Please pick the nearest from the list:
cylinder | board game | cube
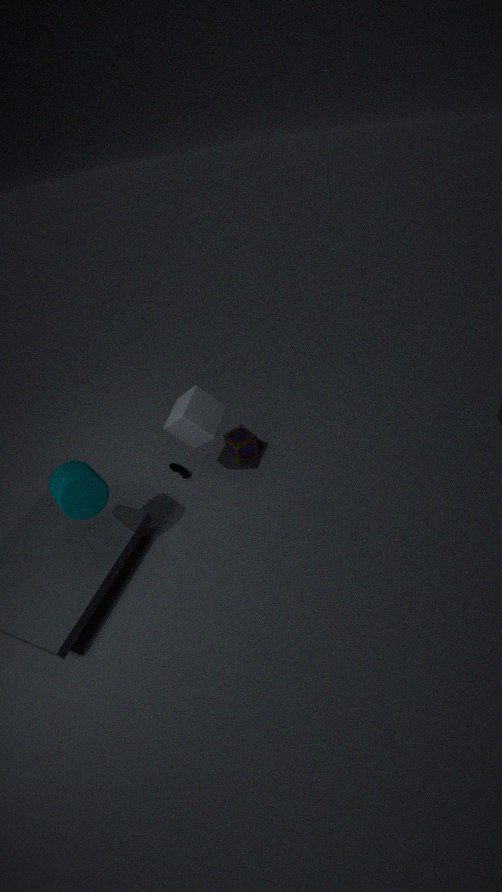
cylinder
